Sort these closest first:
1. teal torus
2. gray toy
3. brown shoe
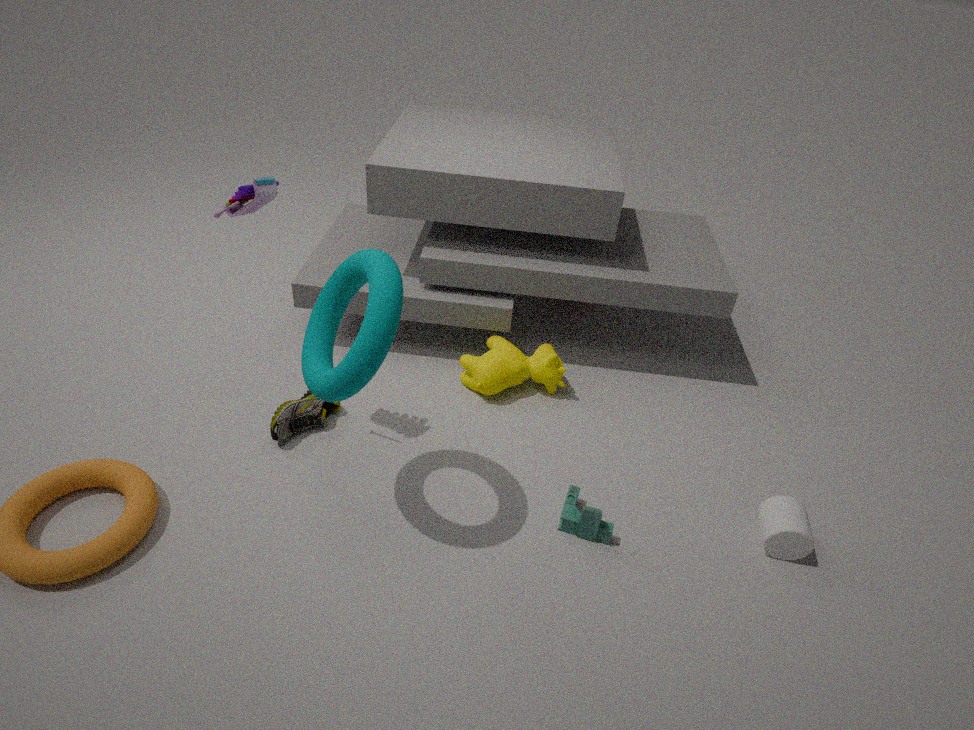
teal torus
gray toy
brown shoe
